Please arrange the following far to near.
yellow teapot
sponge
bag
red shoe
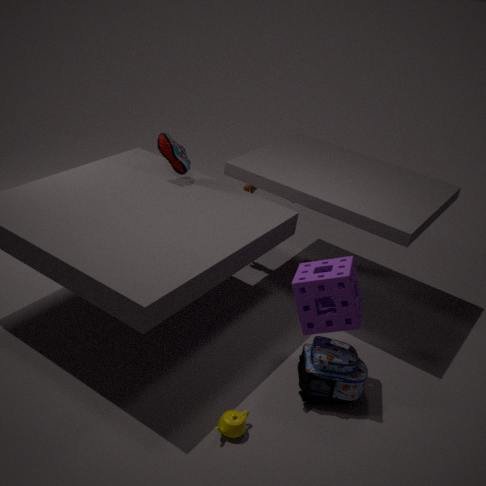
red shoe
bag
sponge
yellow teapot
